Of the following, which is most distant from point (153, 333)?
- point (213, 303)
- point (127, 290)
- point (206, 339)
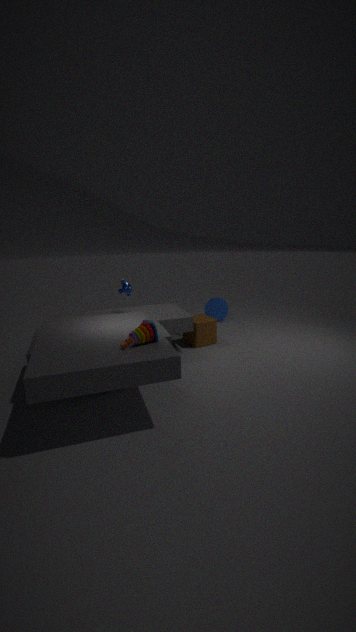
point (213, 303)
